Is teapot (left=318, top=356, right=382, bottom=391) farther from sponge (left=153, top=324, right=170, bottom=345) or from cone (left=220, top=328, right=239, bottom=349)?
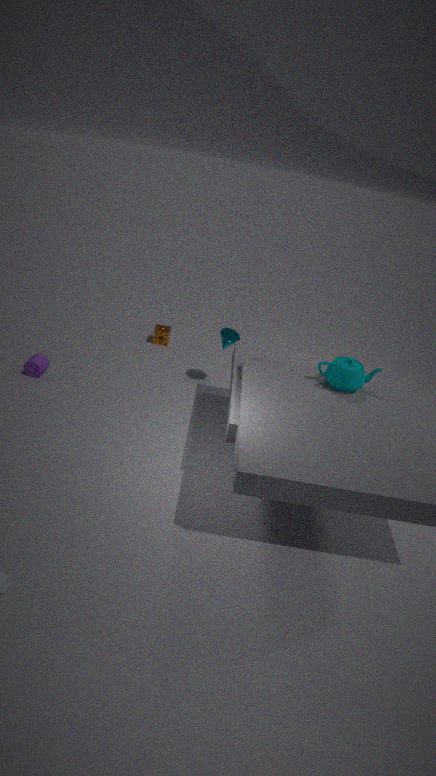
sponge (left=153, top=324, right=170, bottom=345)
